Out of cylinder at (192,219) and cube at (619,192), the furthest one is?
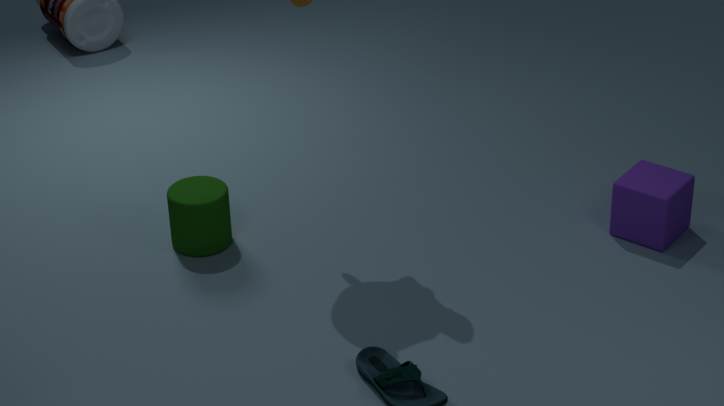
cylinder at (192,219)
